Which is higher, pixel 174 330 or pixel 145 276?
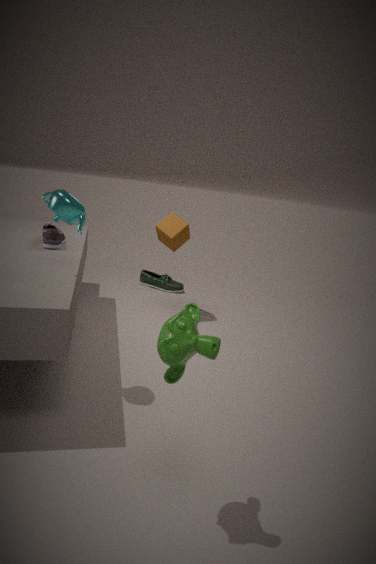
pixel 174 330
